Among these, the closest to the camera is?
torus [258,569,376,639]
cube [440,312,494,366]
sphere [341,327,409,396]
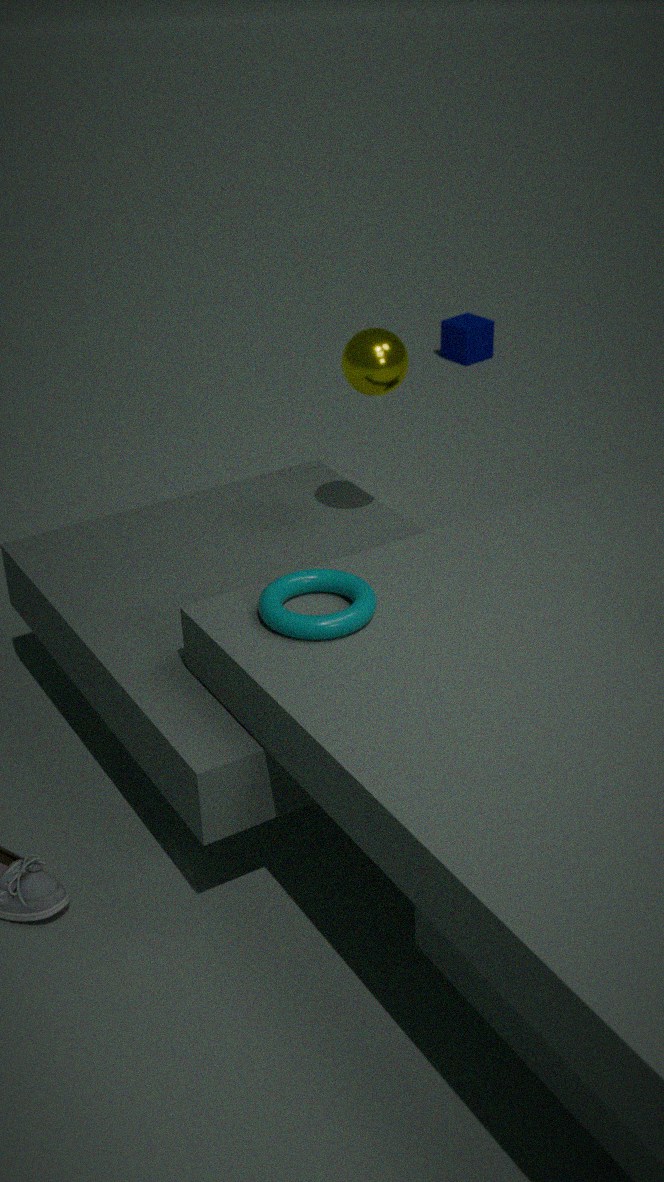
torus [258,569,376,639]
